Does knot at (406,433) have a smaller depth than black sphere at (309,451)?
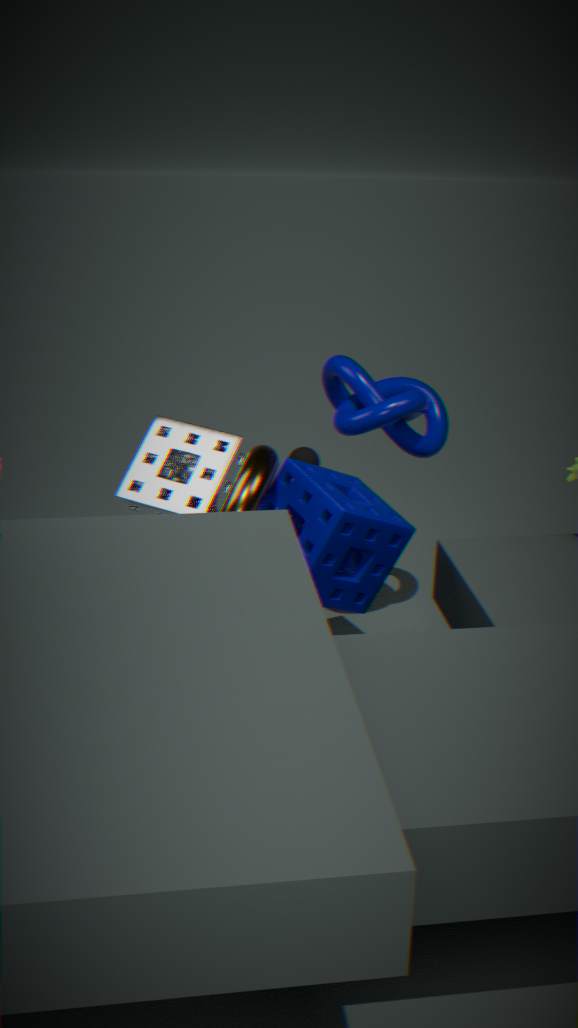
Yes
